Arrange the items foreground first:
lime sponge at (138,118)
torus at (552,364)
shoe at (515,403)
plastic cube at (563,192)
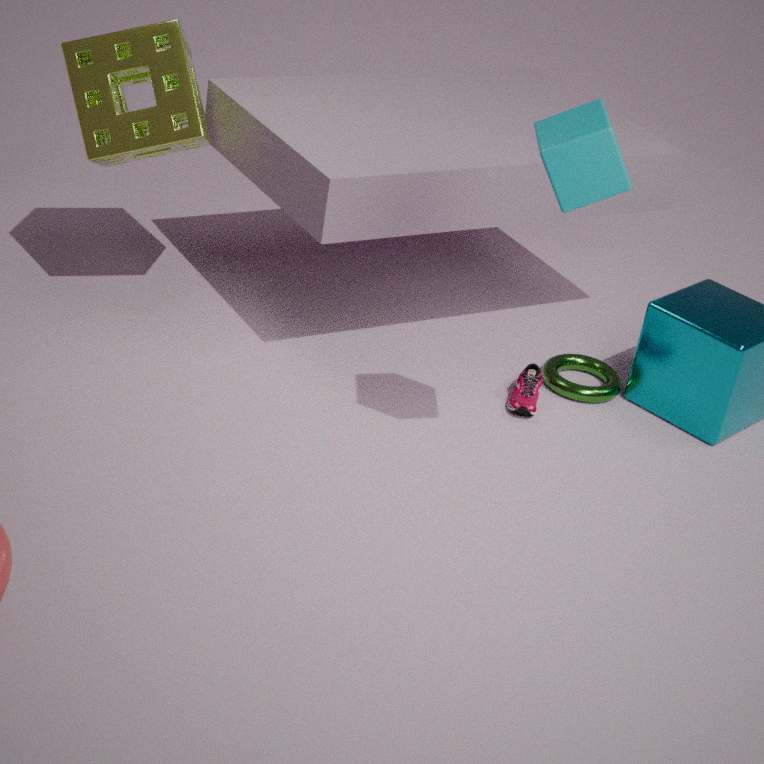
plastic cube at (563,192), lime sponge at (138,118), shoe at (515,403), torus at (552,364)
